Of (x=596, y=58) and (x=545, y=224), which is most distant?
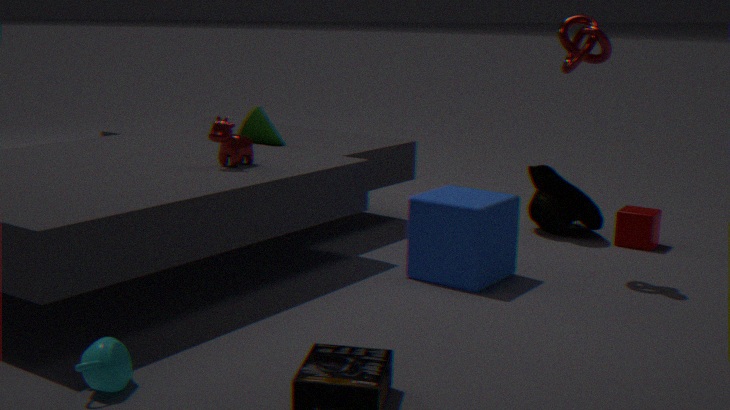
(x=545, y=224)
